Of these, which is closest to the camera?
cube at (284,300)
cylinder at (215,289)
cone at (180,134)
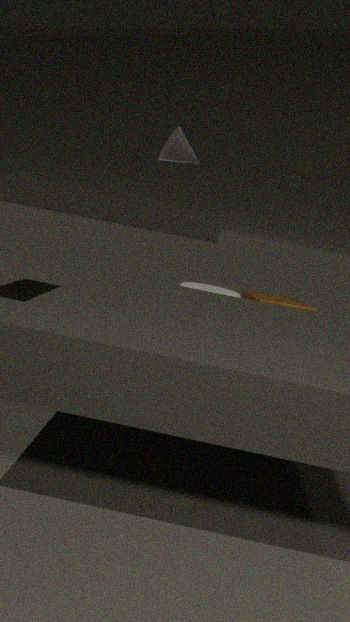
cone at (180,134)
